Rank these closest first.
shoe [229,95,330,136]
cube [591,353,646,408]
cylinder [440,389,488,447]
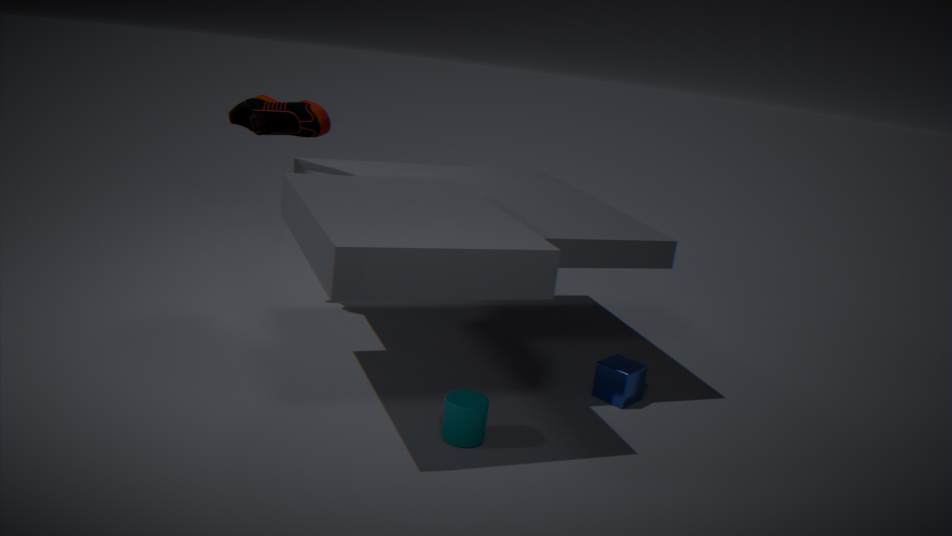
1. cylinder [440,389,488,447]
2. cube [591,353,646,408]
3. shoe [229,95,330,136]
